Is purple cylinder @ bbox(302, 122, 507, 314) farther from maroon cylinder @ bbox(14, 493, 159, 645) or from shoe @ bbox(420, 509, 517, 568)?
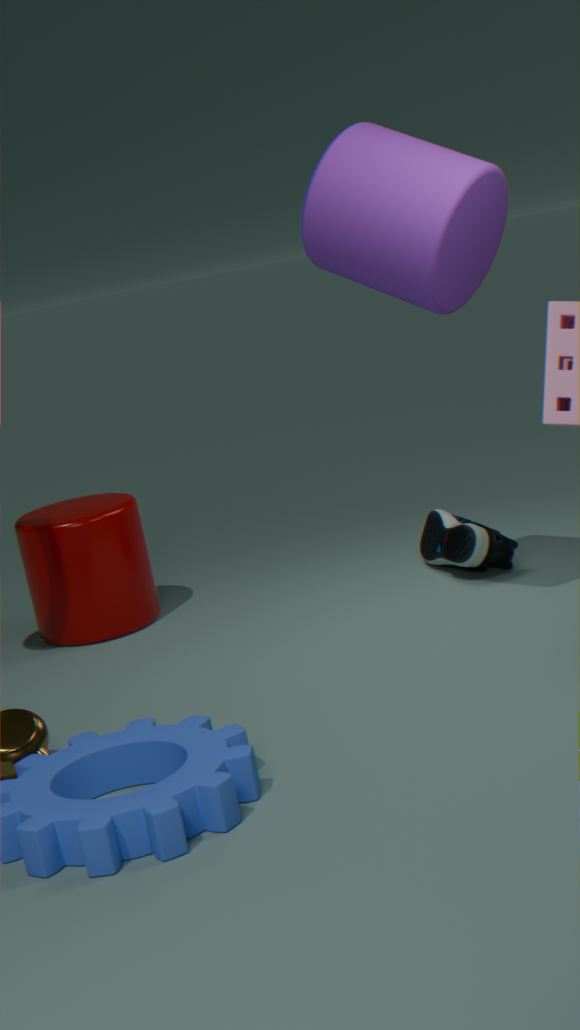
maroon cylinder @ bbox(14, 493, 159, 645)
